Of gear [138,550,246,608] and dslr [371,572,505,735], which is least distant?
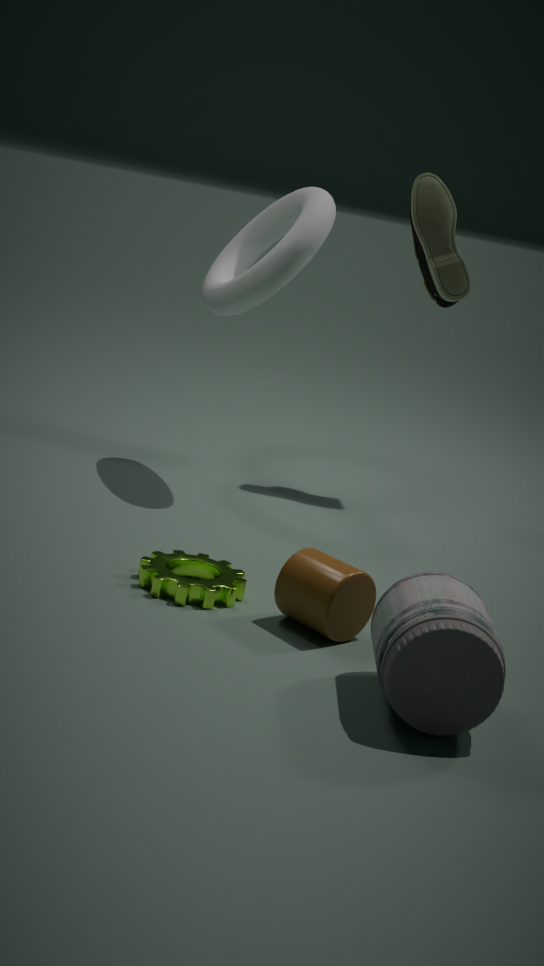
dslr [371,572,505,735]
